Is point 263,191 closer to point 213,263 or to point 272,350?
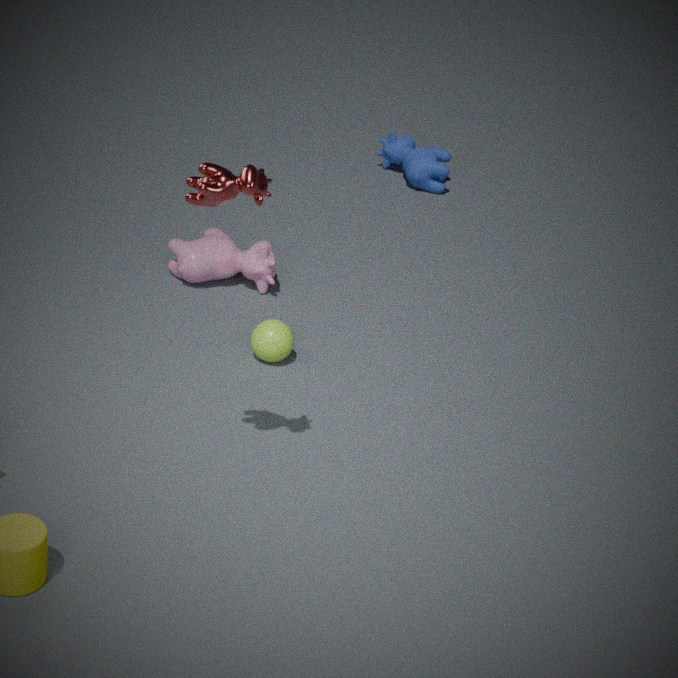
point 272,350
